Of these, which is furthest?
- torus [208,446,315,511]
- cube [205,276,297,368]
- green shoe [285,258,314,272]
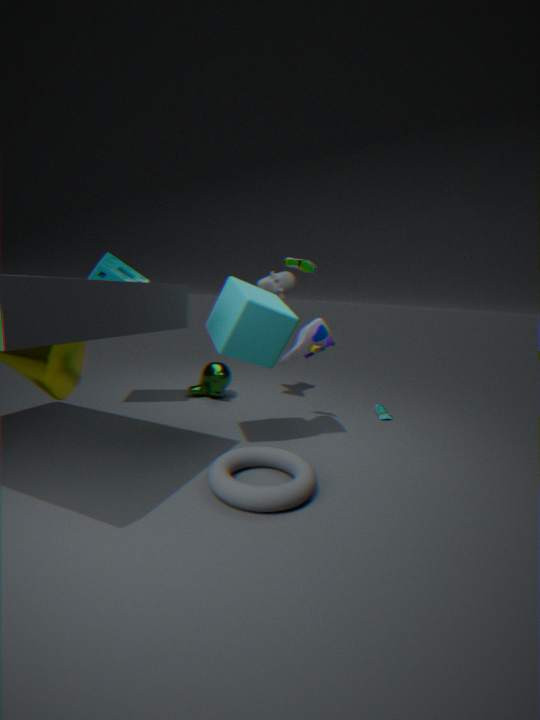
green shoe [285,258,314,272]
